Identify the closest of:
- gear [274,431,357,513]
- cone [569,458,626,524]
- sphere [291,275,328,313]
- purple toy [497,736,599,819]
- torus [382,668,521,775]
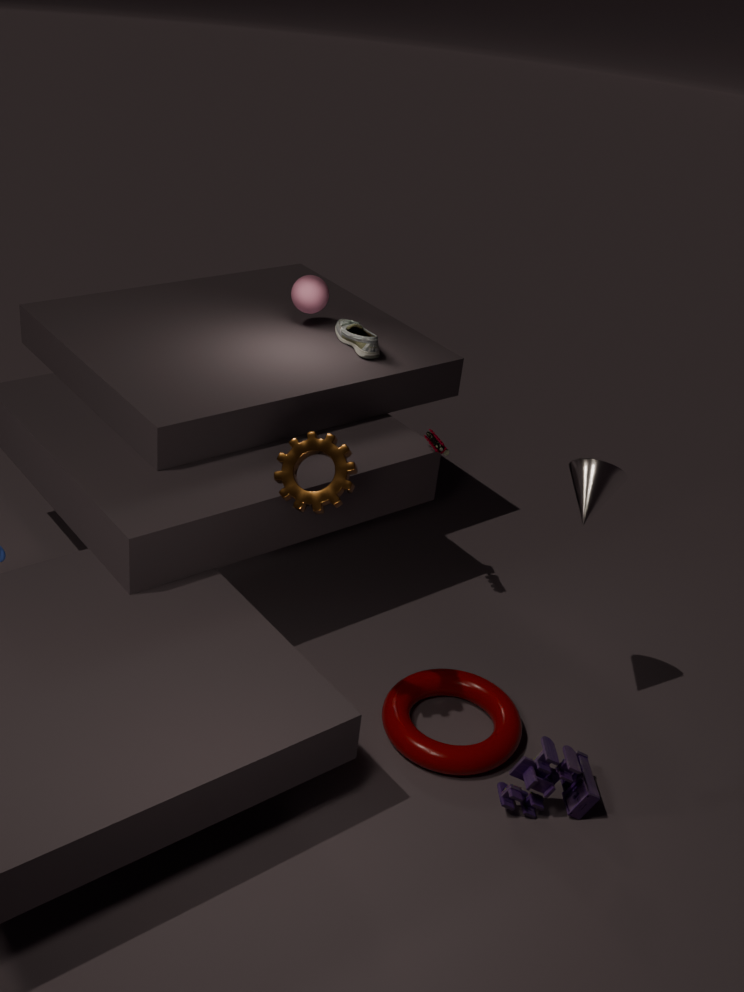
gear [274,431,357,513]
